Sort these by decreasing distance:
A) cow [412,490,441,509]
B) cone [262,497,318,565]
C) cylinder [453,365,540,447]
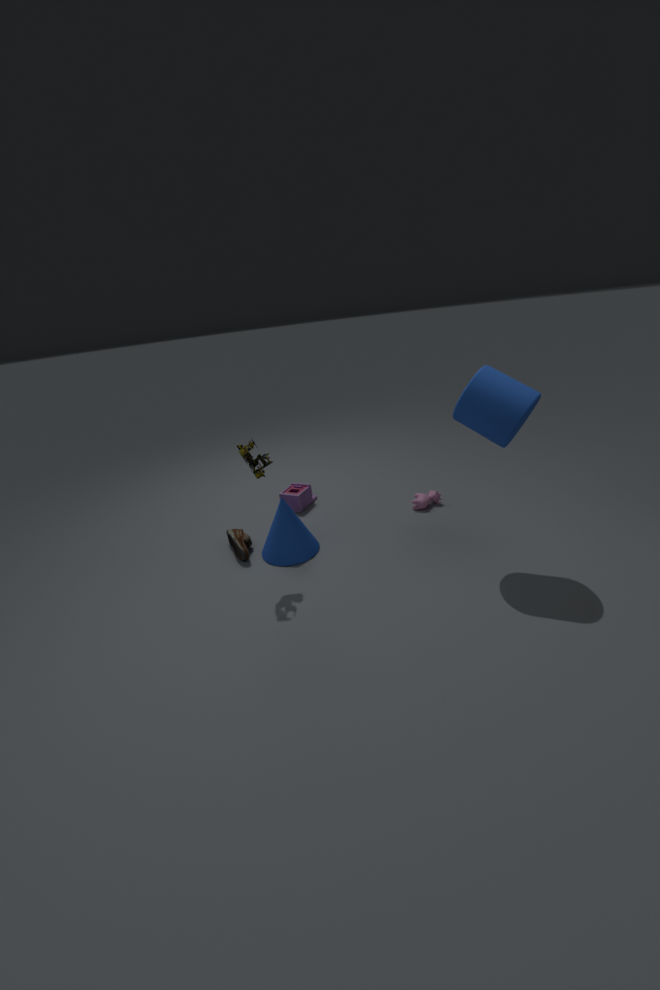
cow [412,490,441,509] < cone [262,497,318,565] < cylinder [453,365,540,447]
